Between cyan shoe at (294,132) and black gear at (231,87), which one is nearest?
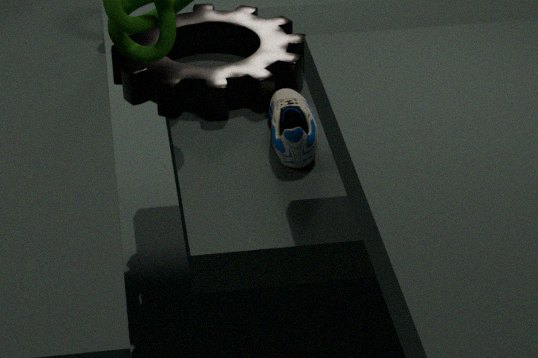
cyan shoe at (294,132)
